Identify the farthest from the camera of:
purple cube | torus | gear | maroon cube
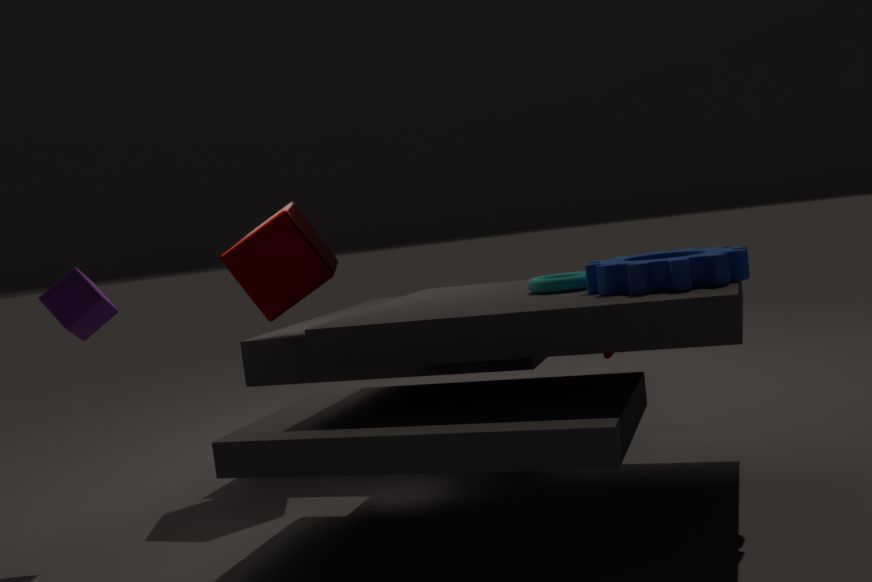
maroon cube
